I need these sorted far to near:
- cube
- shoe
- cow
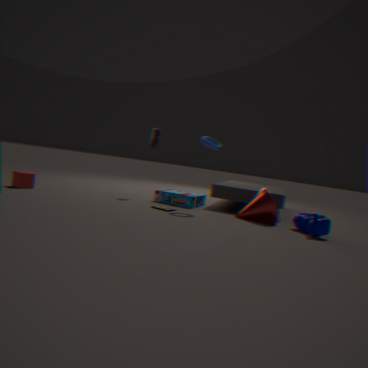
shoe, cube, cow
